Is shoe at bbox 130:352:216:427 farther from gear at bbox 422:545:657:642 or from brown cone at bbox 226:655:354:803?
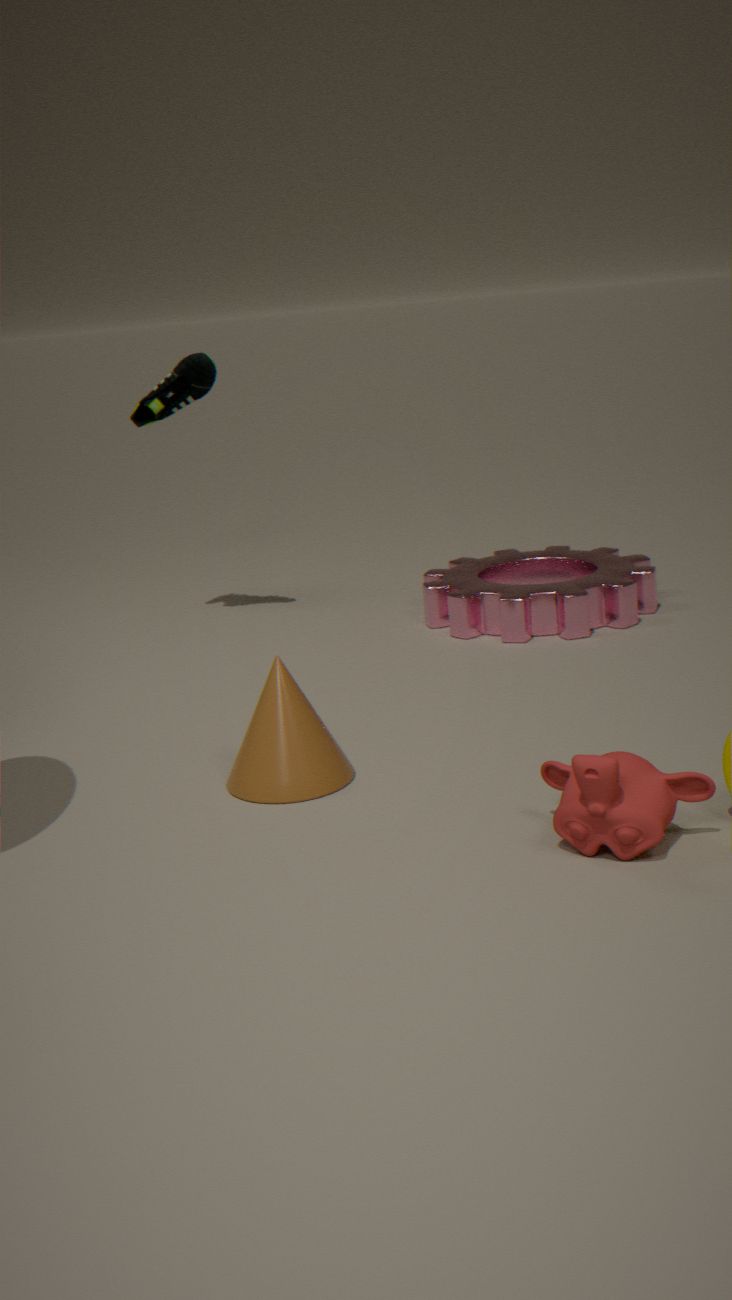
brown cone at bbox 226:655:354:803
